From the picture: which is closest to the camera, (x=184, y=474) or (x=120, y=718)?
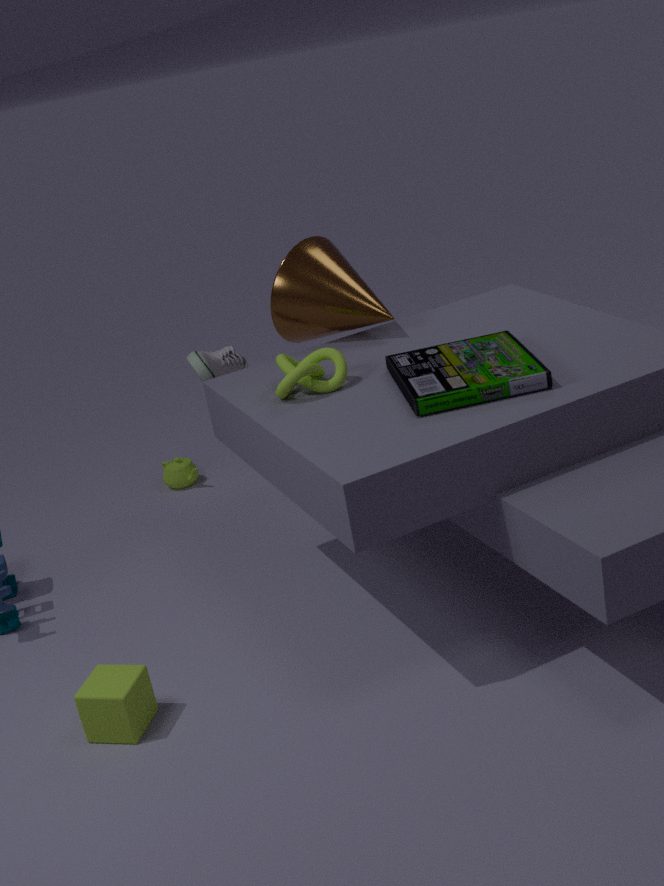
(x=120, y=718)
